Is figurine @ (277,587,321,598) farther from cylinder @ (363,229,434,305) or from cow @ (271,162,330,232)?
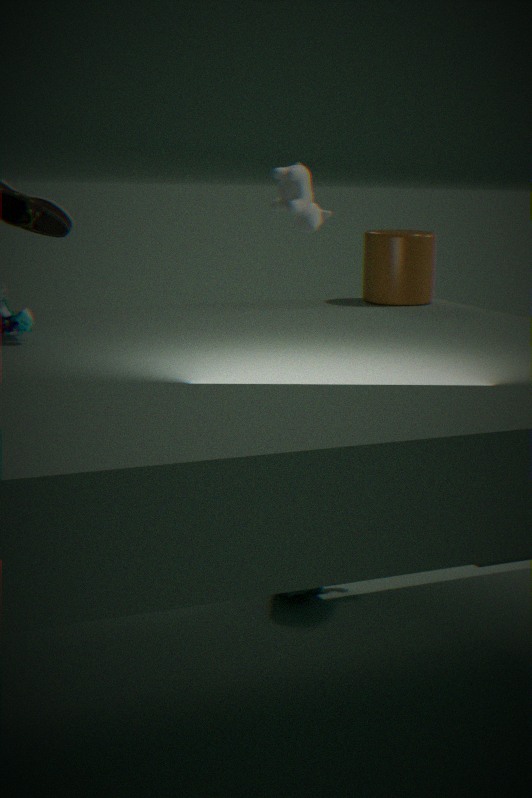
cow @ (271,162,330,232)
